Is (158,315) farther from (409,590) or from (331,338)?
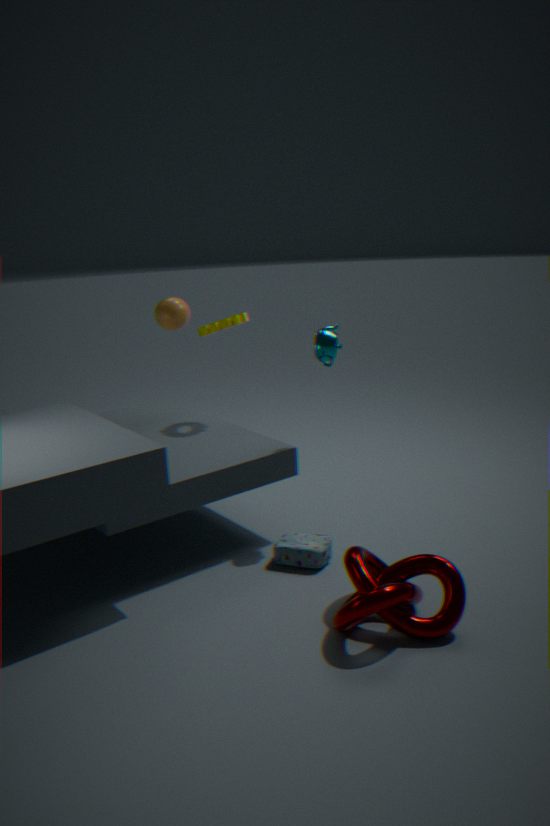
(409,590)
